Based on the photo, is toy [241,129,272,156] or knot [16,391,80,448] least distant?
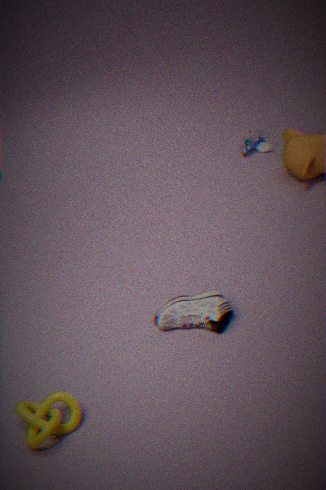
knot [16,391,80,448]
